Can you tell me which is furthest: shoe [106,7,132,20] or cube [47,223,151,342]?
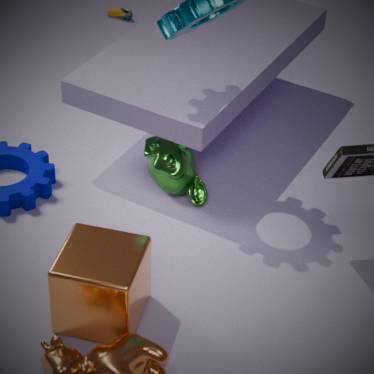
shoe [106,7,132,20]
